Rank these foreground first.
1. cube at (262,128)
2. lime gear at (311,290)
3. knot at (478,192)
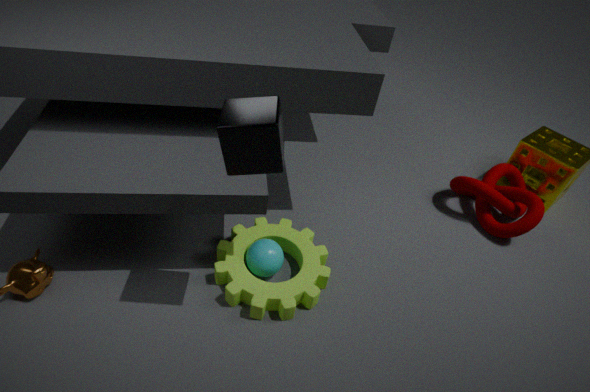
cube at (262,128) < lime gear at (311,290) < knot at (478,192)
